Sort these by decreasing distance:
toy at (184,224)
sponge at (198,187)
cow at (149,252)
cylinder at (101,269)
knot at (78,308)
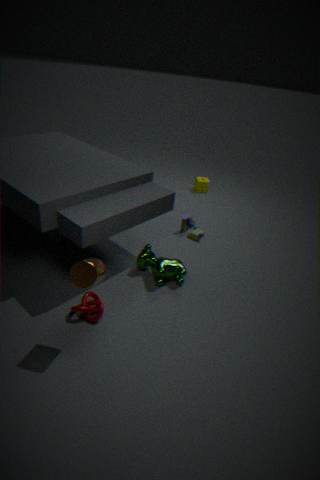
sponge at (198,187), toy at (184,224), cow at (149,252), knot at (78,308), cylinder at (101,269)
